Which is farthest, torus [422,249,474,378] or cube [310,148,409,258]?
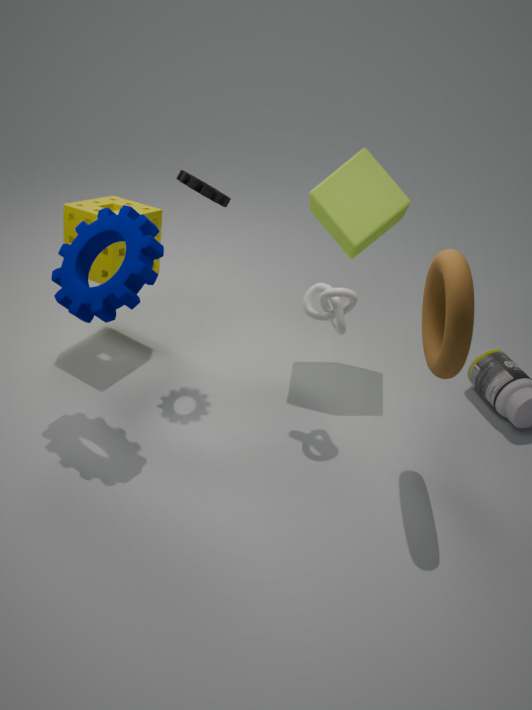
cube [310,148,409,258]
